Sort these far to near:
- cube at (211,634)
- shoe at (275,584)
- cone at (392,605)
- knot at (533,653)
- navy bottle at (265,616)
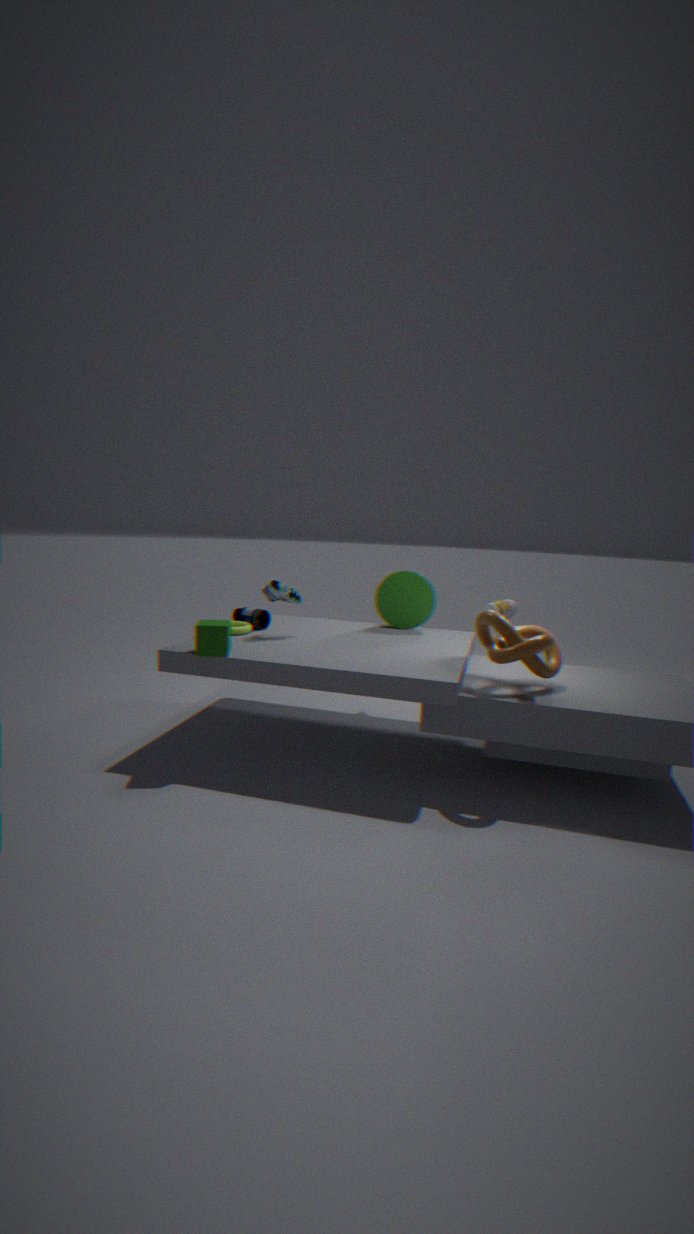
cone at (392,605) → navy bottle at (265,616) → shoe at (275,584) → cube at (211,634) → knot at (533,653)
